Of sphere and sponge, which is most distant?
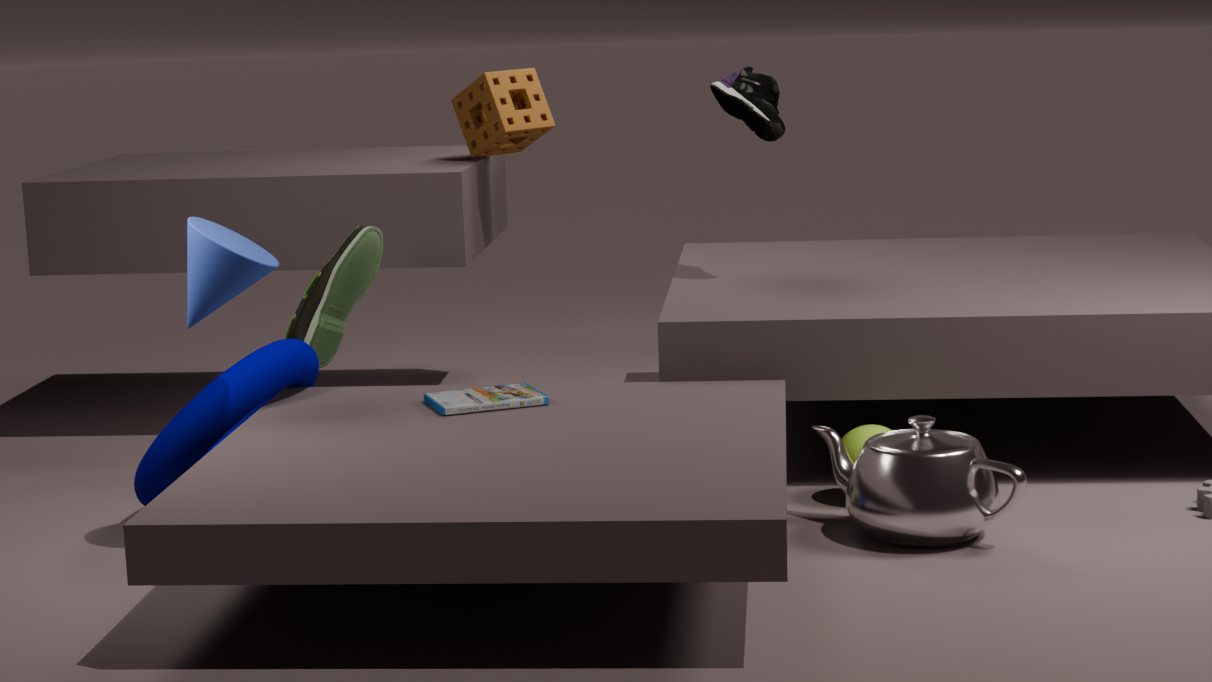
sponge
